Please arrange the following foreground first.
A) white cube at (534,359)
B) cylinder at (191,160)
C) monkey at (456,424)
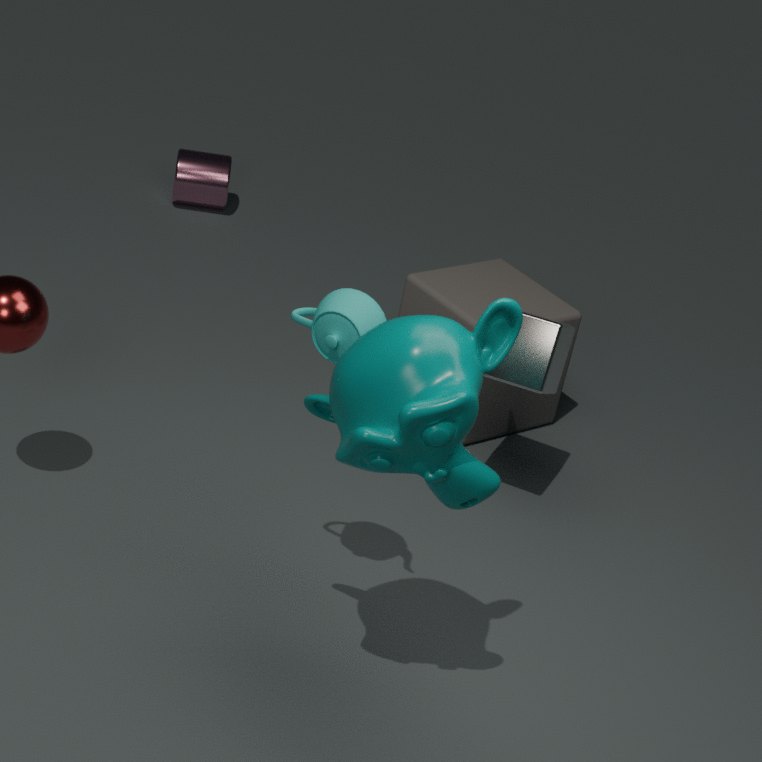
1. monkey at (456,424)
2. white cube at (534,359)
3. cylinder at (191,160)
